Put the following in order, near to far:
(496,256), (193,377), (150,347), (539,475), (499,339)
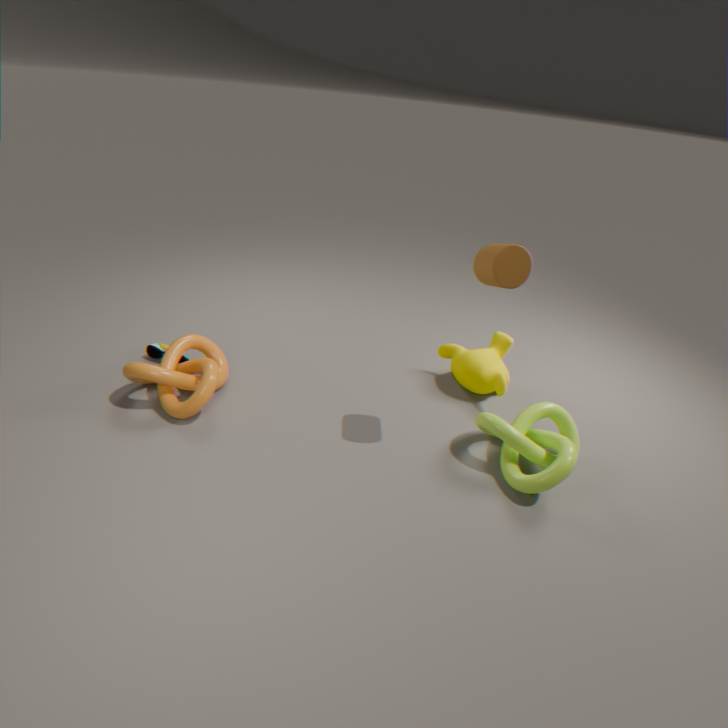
(496,256) → (539,475) → (193,377) → (150,347) → (499,339)
